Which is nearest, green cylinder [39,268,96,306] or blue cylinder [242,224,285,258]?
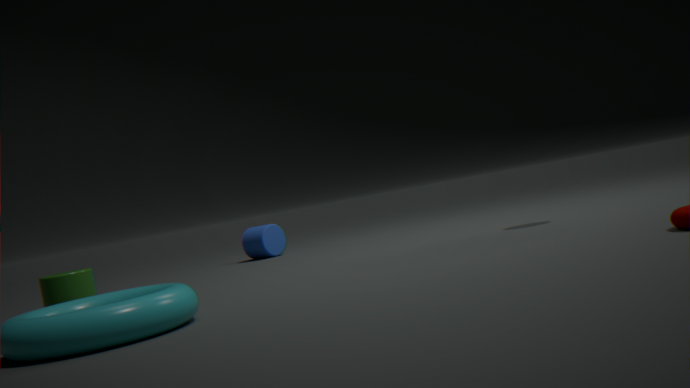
green cylinder [39,268,96,306]
